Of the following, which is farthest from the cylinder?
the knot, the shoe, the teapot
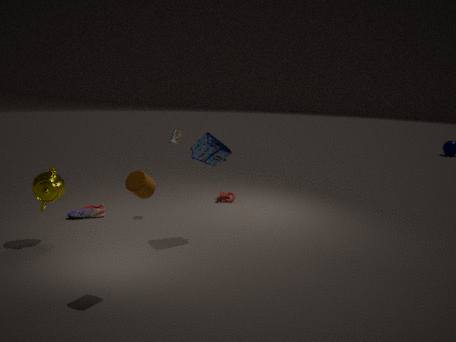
the knot
